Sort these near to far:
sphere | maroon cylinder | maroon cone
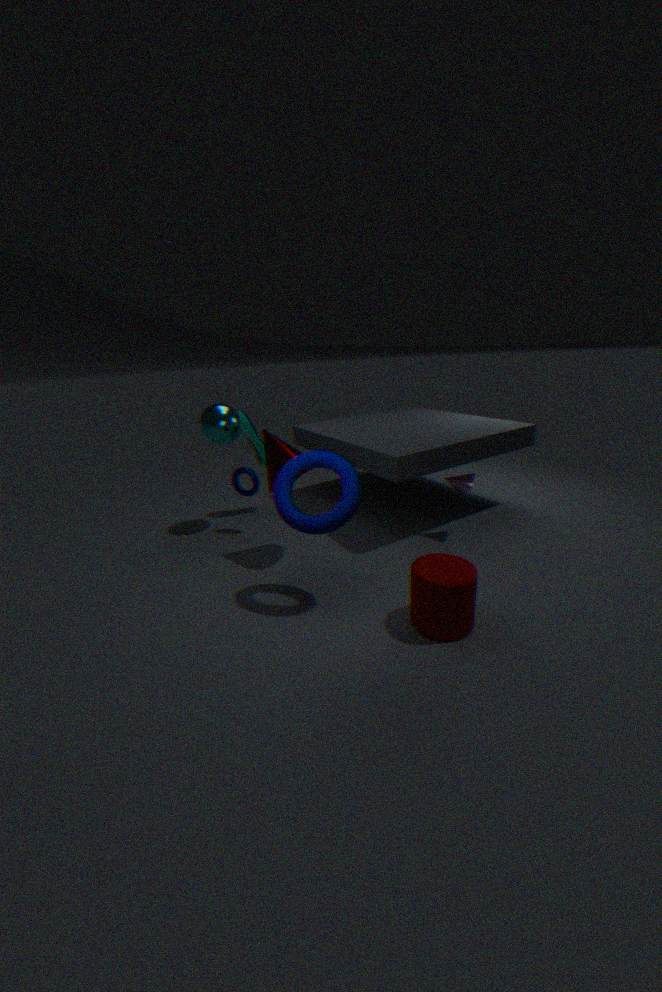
maroon cylinder, maroon cone, sphere
